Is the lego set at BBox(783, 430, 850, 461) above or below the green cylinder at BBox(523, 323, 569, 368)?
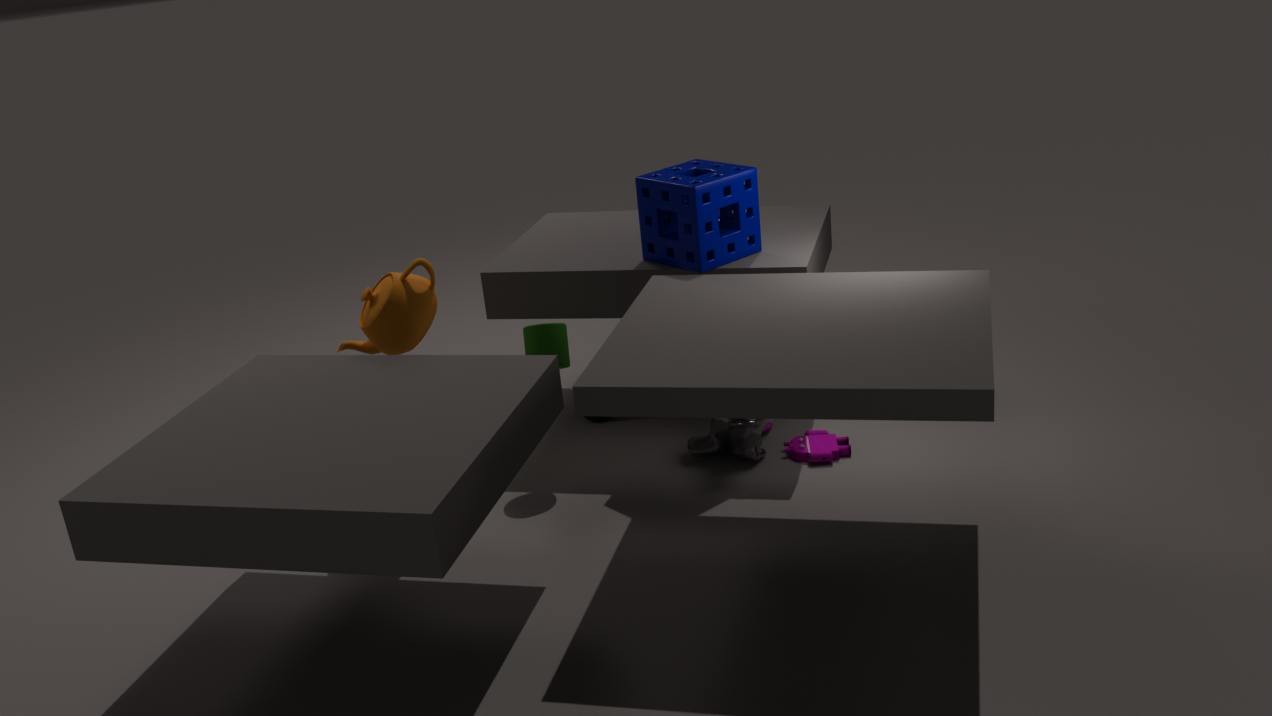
below
